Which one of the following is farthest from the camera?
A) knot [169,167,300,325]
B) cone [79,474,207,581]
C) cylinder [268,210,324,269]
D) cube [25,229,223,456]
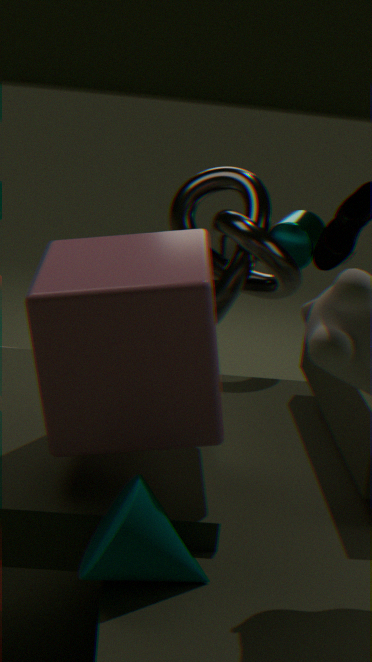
cylinder [268,210,324,269]
